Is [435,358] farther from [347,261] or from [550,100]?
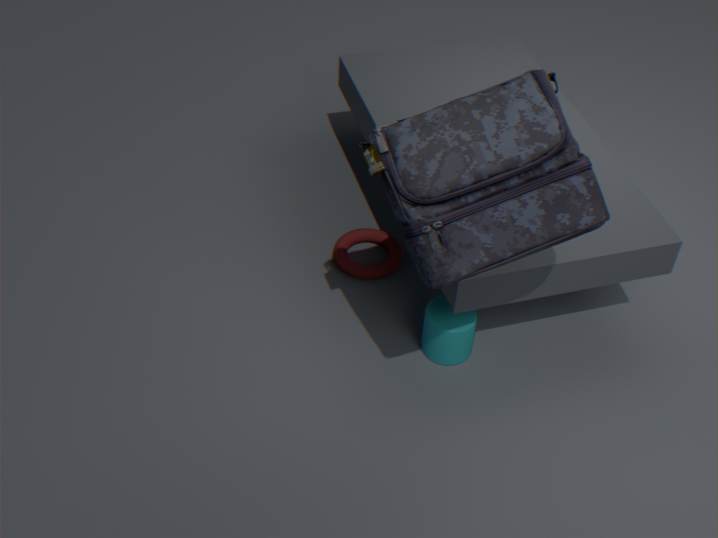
[550,100]
